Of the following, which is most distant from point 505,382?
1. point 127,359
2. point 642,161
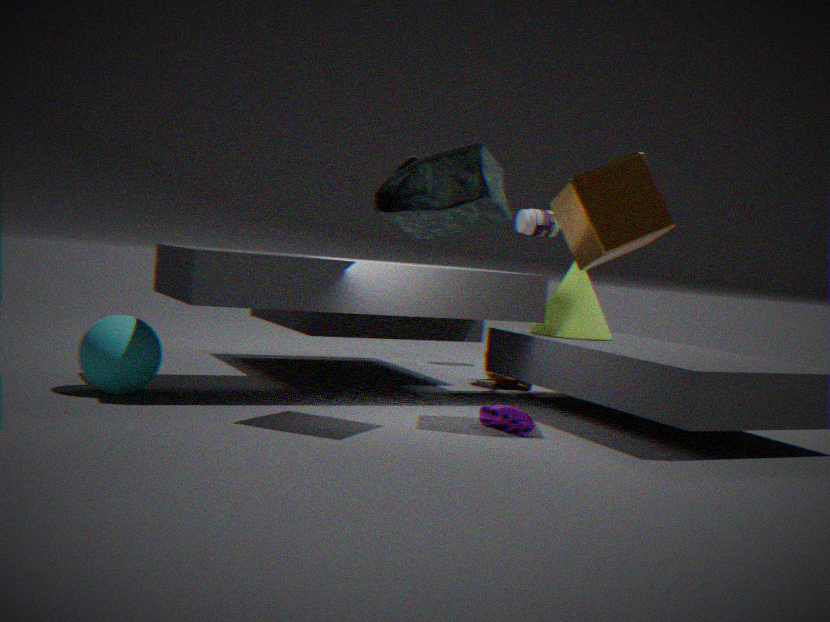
point 127,359
